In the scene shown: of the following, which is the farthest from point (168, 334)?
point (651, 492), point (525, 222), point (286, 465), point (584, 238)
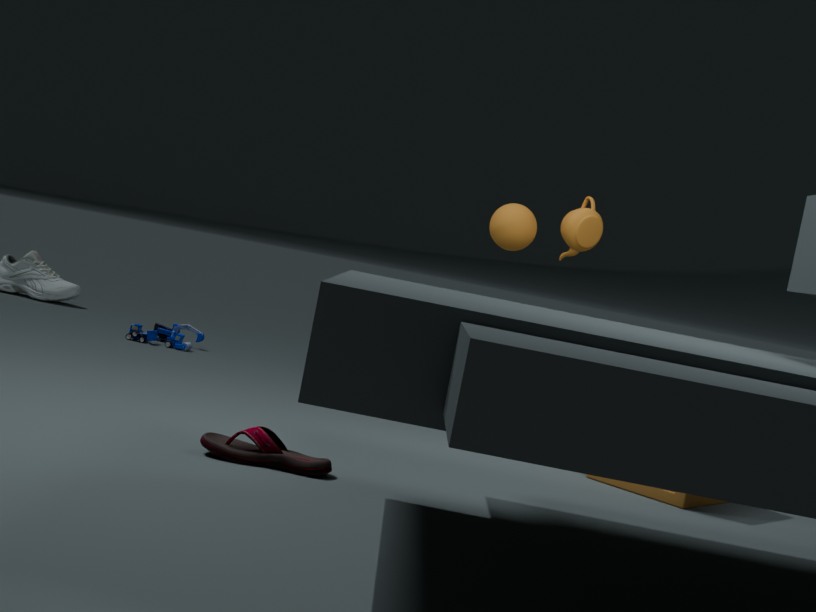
point (651, 492)
